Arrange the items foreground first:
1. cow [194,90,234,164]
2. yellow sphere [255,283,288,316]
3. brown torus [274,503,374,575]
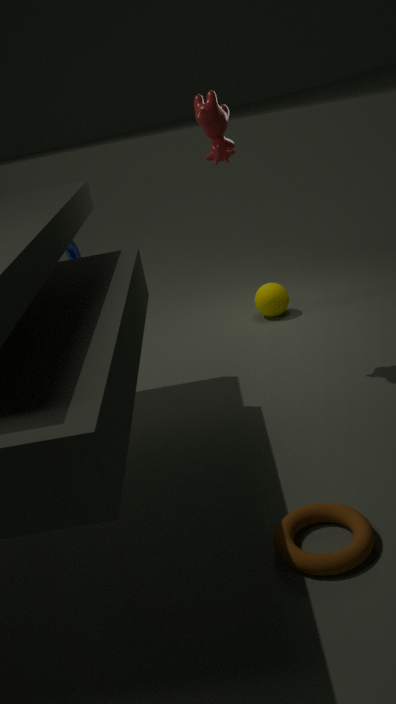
brown torus [274,503,374,575] → cow [194,90,234,164] → yellow sphere [255,283,288,316]
